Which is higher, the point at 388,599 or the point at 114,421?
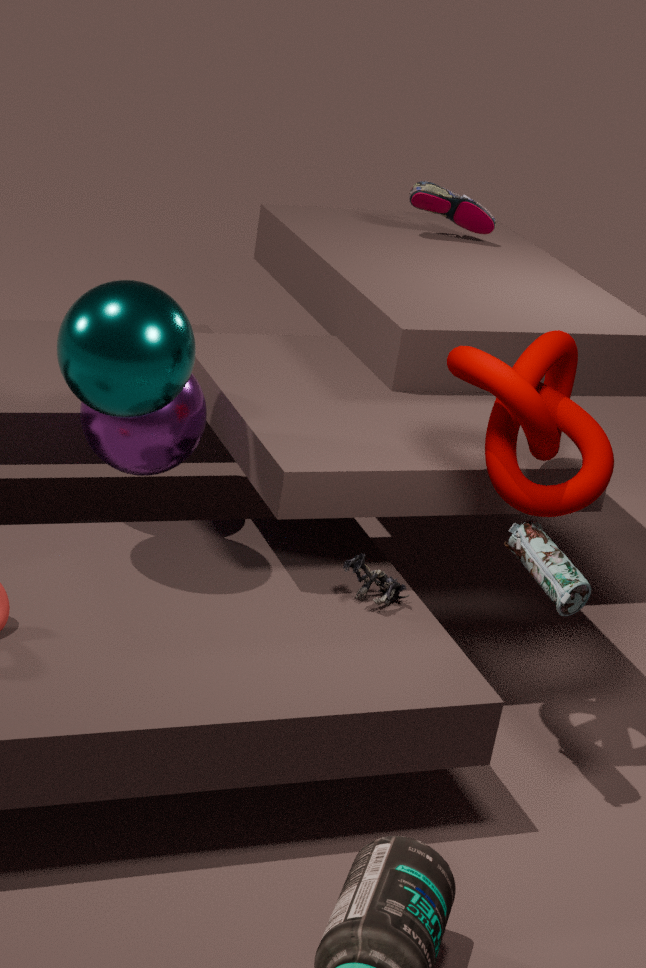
the point at 114,421
